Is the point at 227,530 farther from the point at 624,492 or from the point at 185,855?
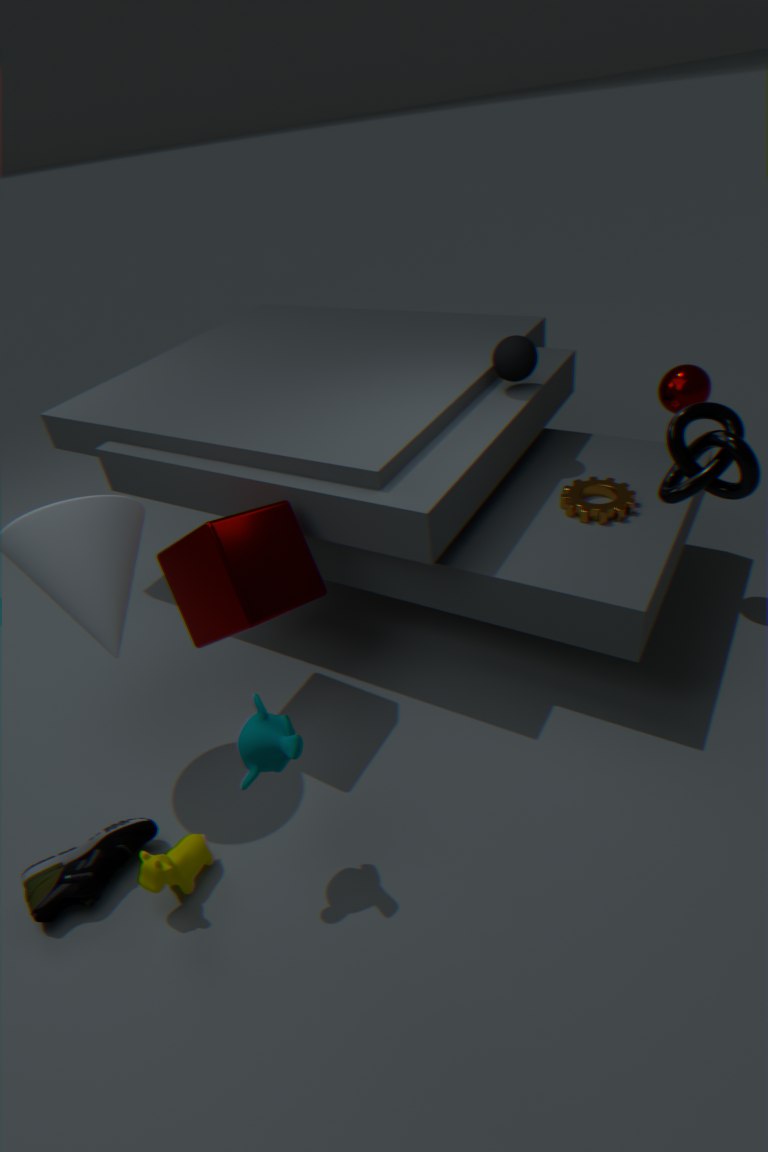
the point at 624,492
